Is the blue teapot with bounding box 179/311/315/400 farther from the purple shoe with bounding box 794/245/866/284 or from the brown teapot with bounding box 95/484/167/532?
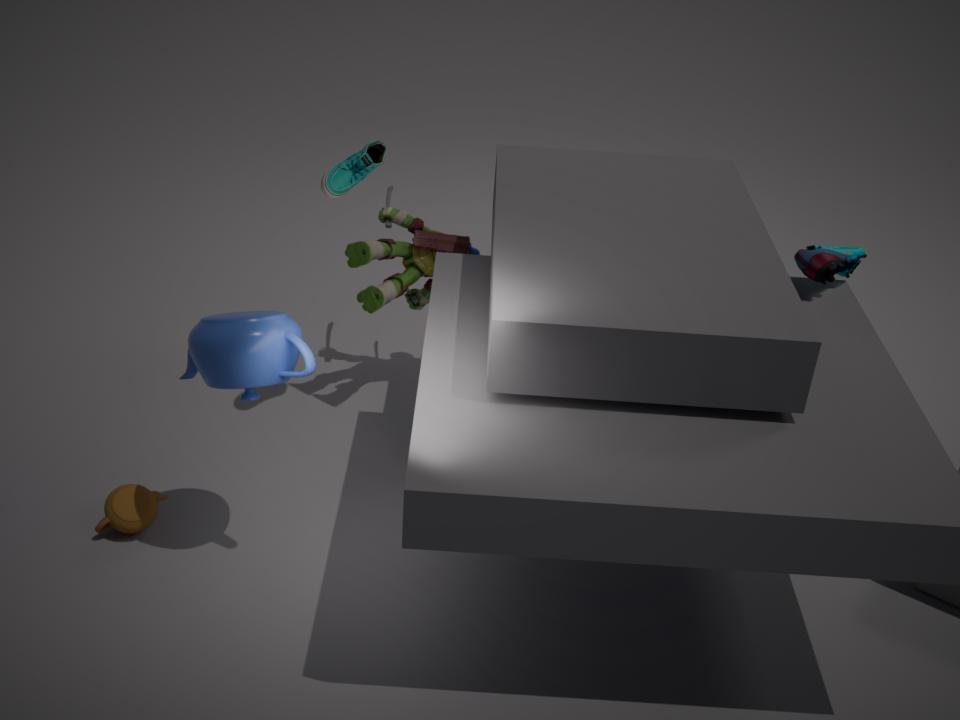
the purple shoe with bounding box 794/245/866/284
